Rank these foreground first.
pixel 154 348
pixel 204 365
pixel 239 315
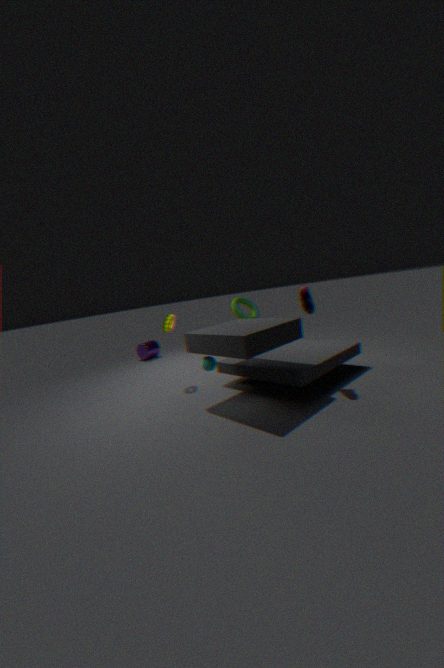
pixel 204 365, pixel 239 315, pixel 154 348
